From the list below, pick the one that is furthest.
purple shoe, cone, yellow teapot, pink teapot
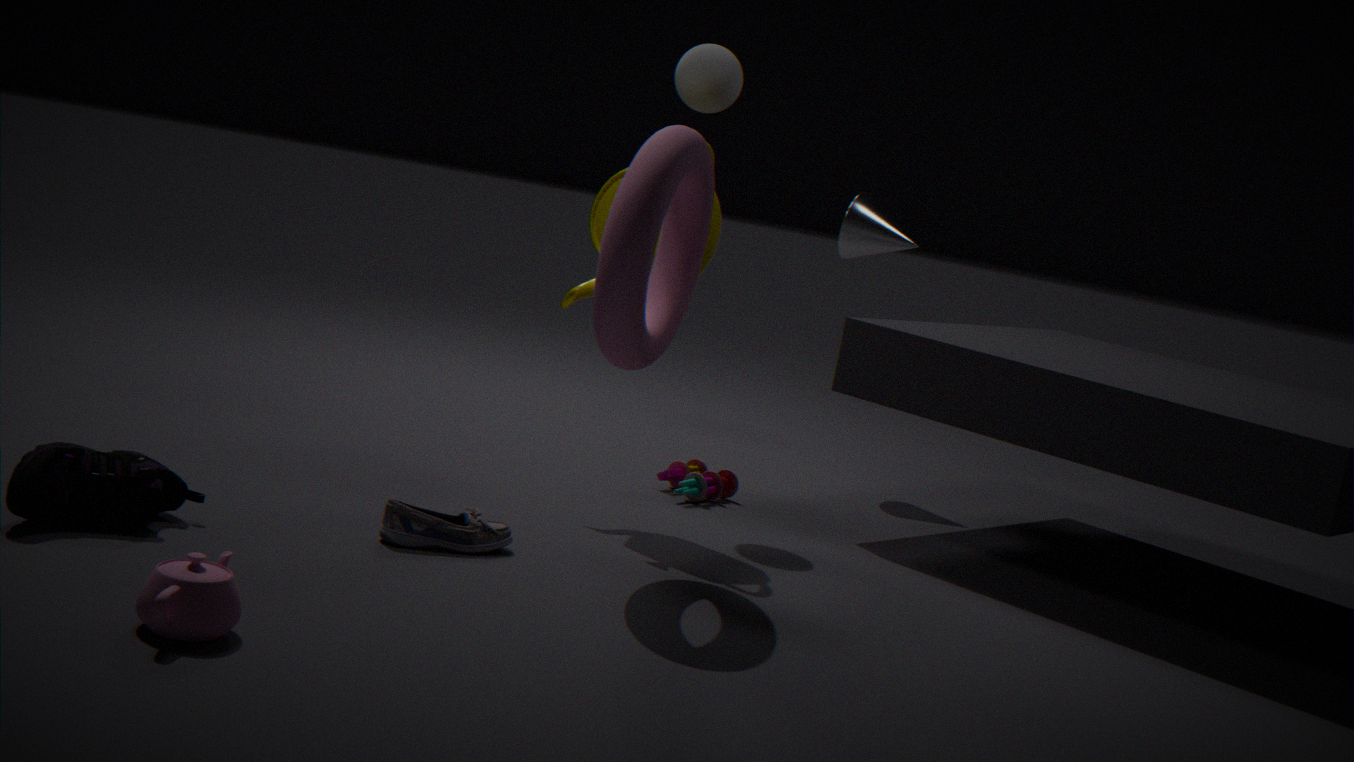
cone
